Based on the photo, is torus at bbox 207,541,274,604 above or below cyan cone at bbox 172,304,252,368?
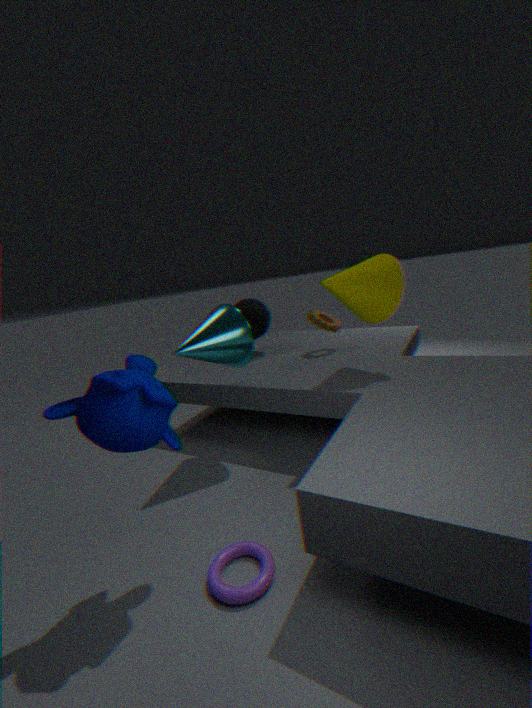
below
